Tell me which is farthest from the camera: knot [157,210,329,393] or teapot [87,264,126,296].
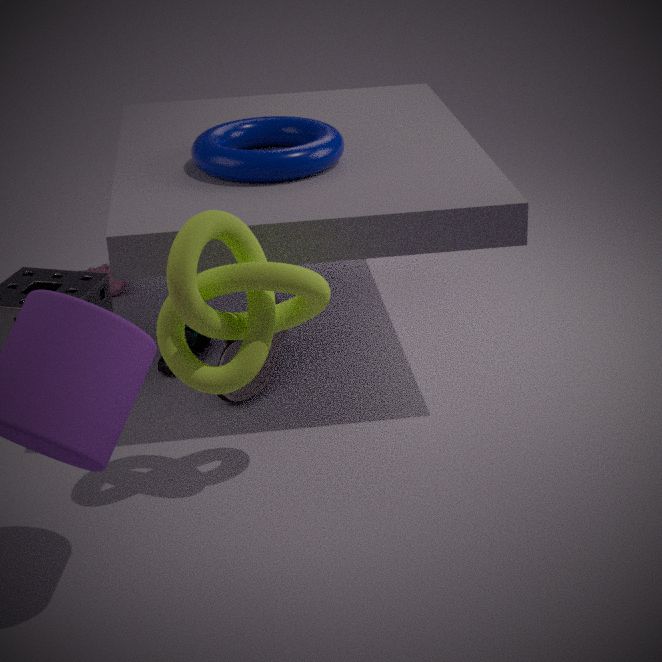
teapot [87,264,126,296]
